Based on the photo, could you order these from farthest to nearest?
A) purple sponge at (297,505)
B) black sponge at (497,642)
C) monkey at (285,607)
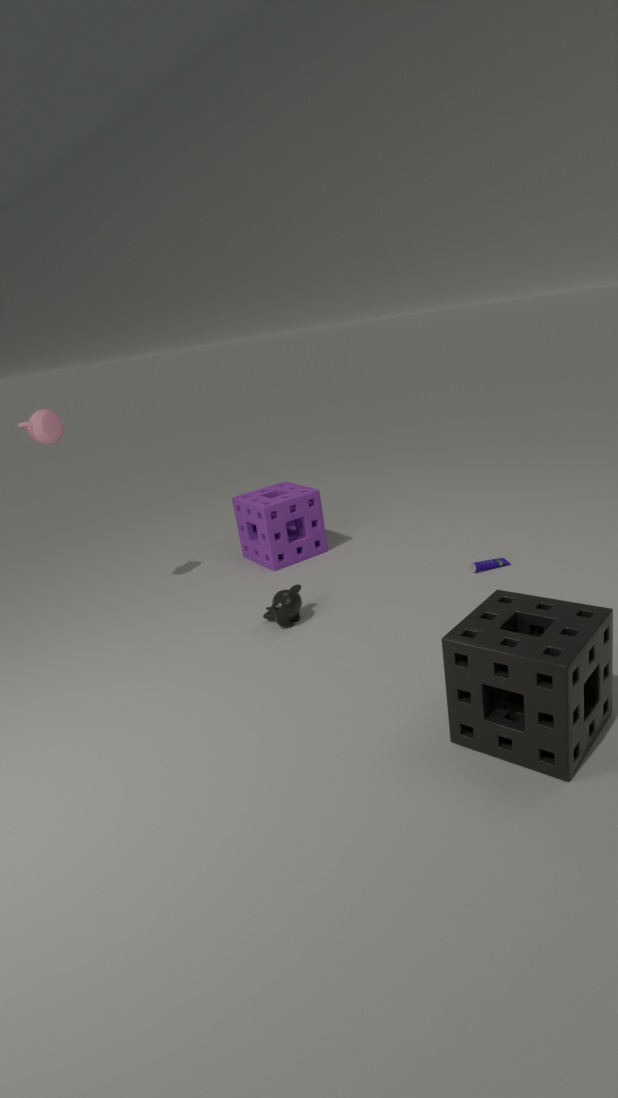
purple sponge at (297,505), monkey at (285,607), black sponge at (497,642)
